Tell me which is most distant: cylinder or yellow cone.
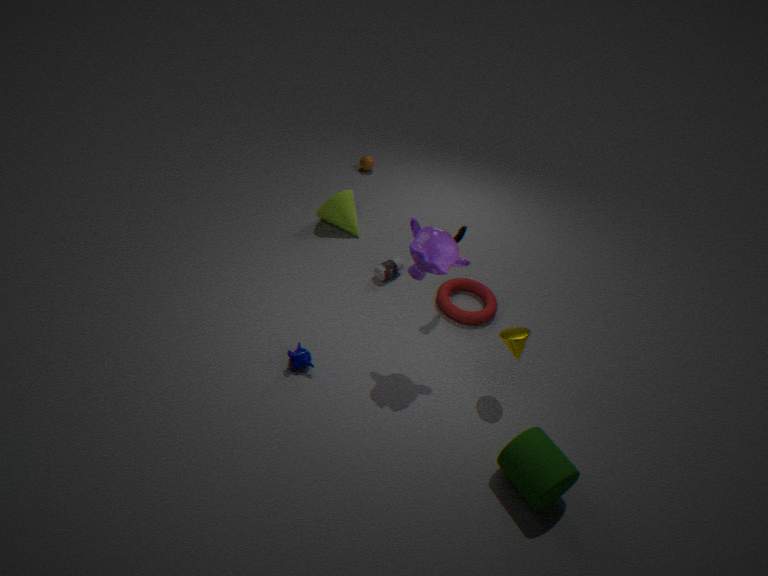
yellow cone
